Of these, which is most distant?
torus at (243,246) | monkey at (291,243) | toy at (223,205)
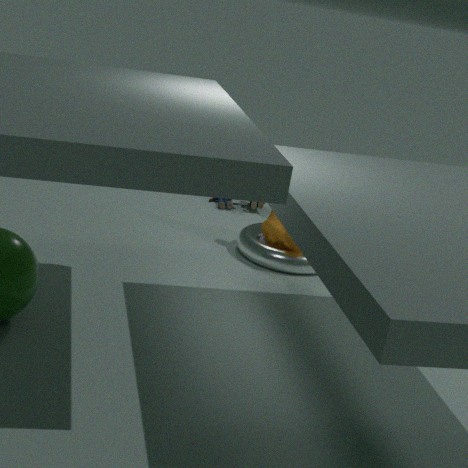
toy at (223,205)
